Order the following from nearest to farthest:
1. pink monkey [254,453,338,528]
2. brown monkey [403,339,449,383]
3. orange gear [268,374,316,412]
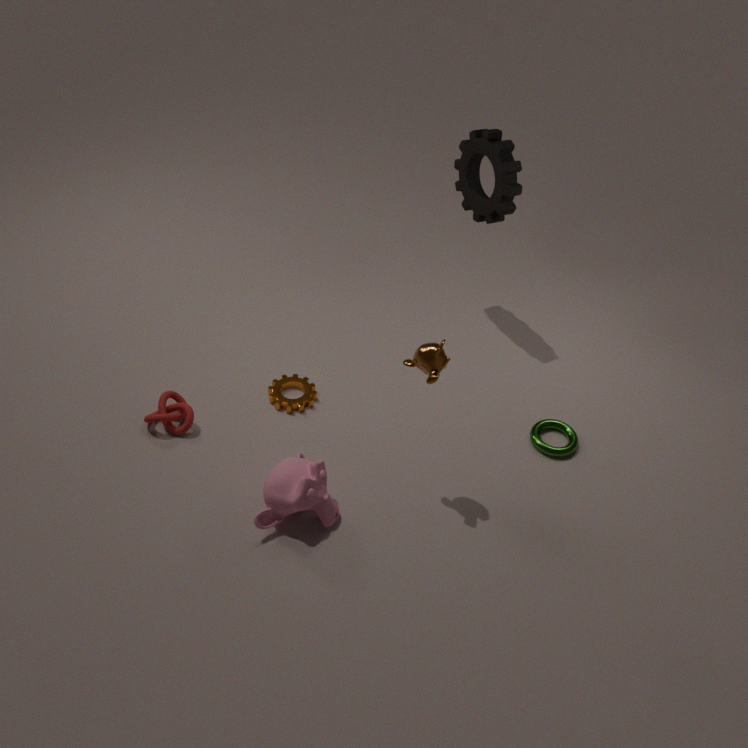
brown monkey [403,339,449,383] < pink monkey [254,453,338,528] < orange gear [268,374,316,412]
